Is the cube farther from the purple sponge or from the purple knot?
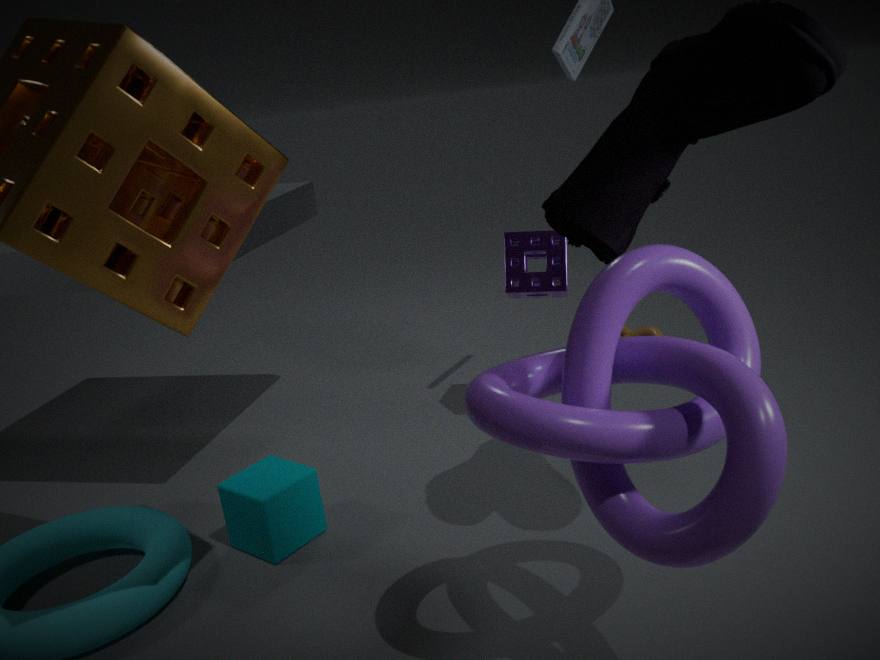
the purple sponge
